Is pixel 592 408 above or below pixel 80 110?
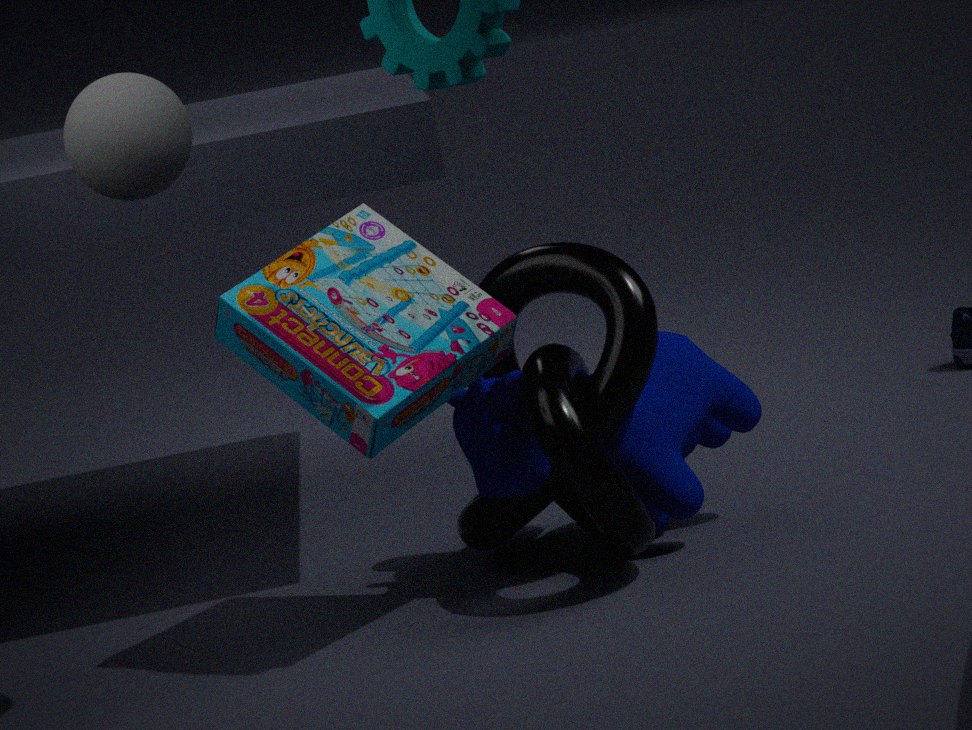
below
